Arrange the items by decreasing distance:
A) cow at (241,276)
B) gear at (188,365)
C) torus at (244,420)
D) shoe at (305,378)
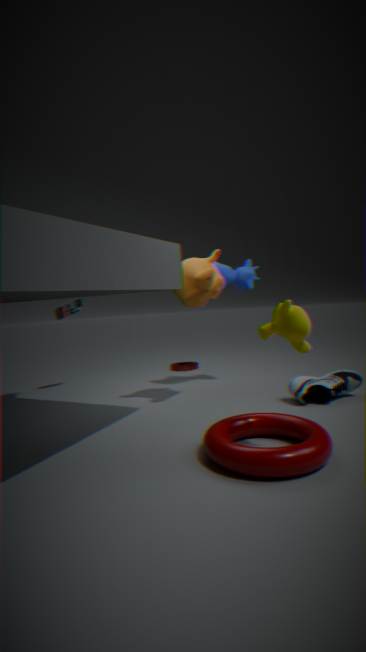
gear at (188,365) → cow at (241,276) → shoe at (305,378) → torus at (244,420)
